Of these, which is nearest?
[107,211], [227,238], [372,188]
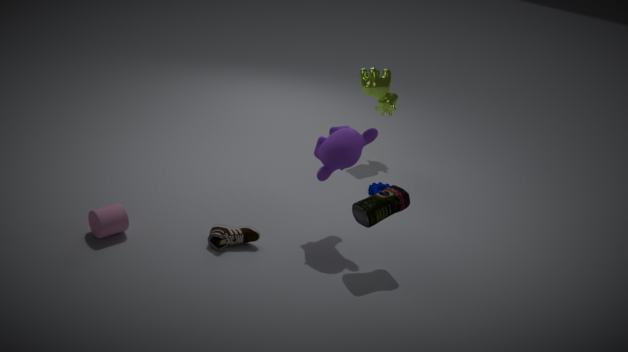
[107,211]
